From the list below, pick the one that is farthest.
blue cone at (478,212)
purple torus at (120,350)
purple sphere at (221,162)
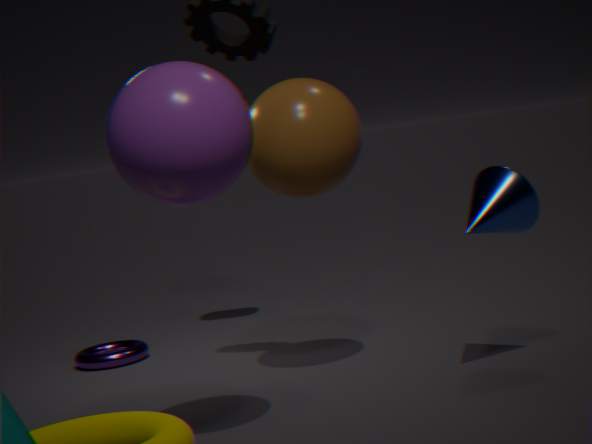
purple torus at (120,350)
